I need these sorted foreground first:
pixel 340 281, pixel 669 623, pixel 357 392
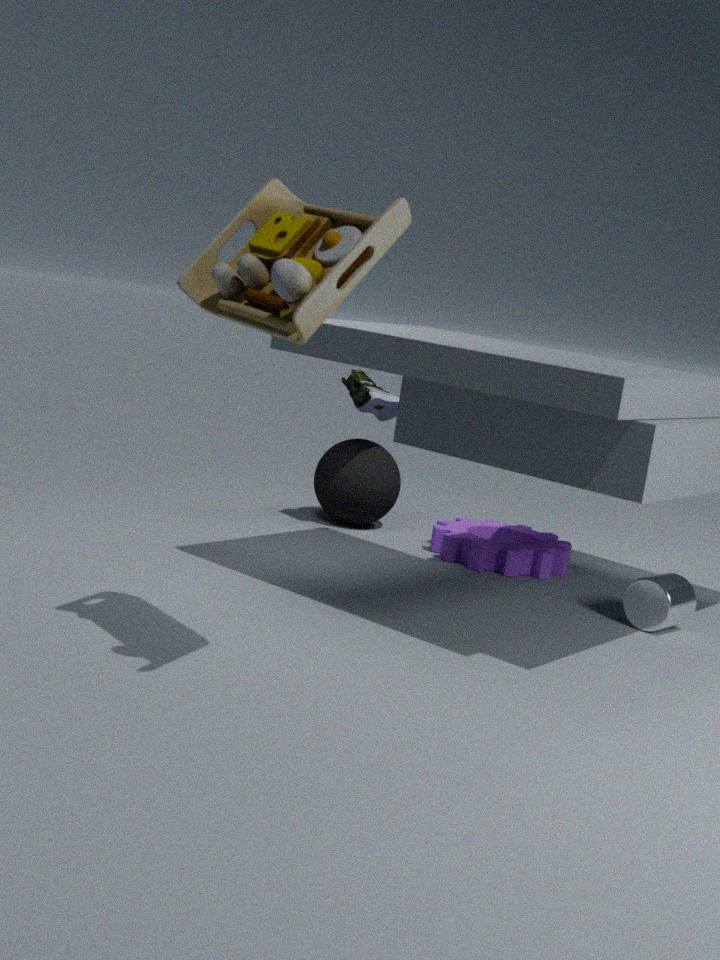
pixel 340 281 → pixel 669 623 → pixel 357 392
